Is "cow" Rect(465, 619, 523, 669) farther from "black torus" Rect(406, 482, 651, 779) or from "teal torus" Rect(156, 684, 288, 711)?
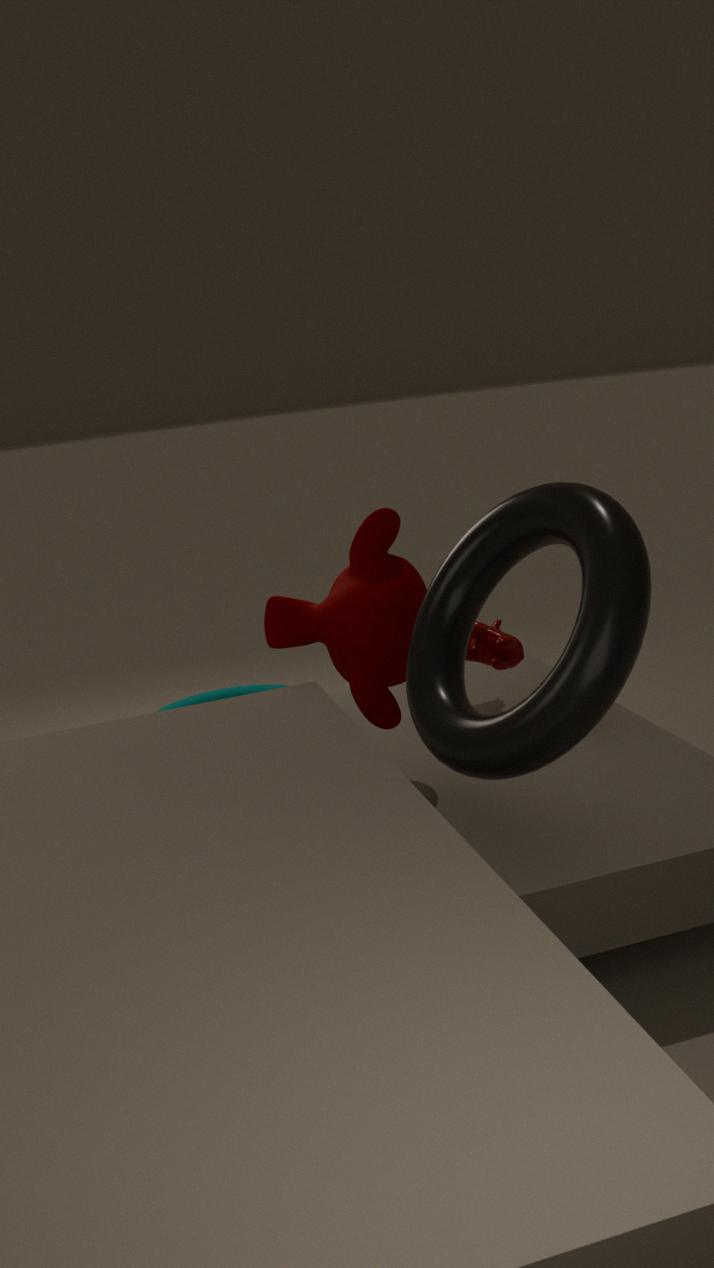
"black torus" Rect(406, 482, 651, 779)
